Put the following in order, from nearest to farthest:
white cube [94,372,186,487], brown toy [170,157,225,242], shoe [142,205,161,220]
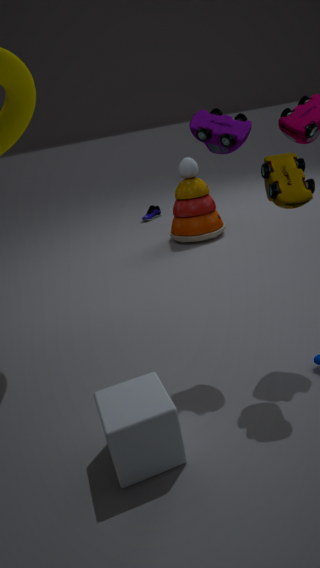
white cube [94,372,186,487]
brown toy [170,157,225,242]
shoe [142,205,161,220]
